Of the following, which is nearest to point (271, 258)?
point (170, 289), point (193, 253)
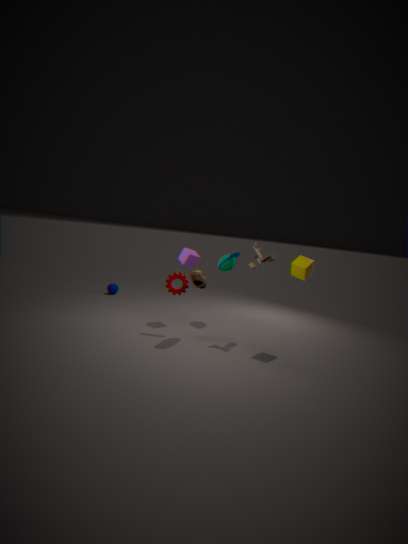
point (193, 253)
